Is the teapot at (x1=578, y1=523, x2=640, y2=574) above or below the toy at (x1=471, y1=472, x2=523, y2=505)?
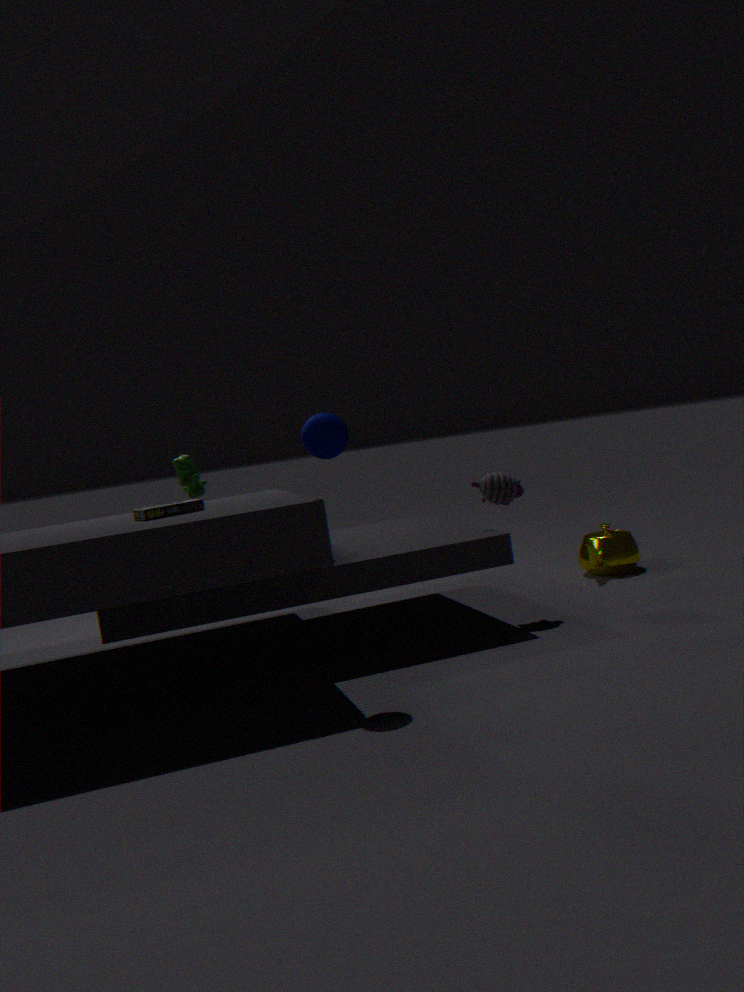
below
